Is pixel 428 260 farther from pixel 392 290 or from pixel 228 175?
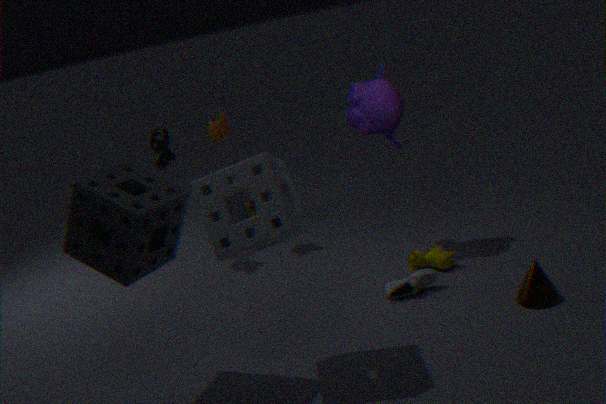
pixel 228 175
